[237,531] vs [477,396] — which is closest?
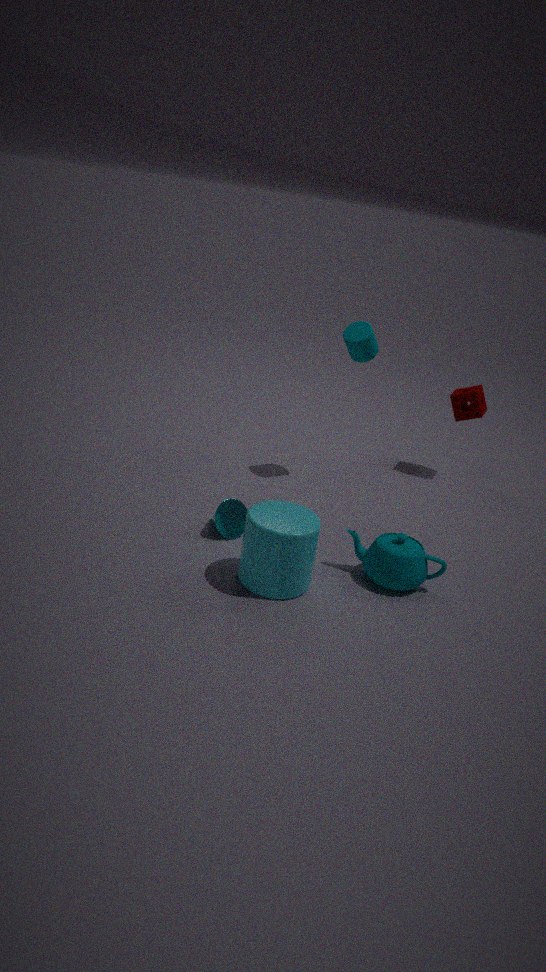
[237,531]
